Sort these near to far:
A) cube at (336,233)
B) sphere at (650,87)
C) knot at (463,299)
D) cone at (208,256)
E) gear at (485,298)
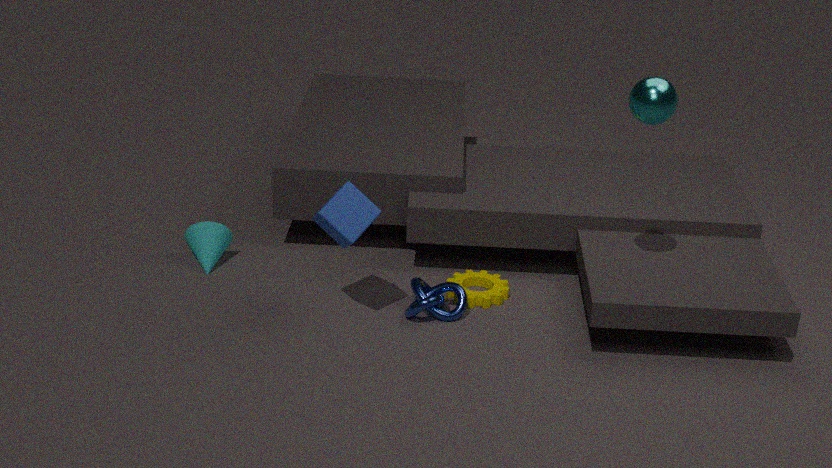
B. sphere at (650,87) < A. cube at (336,233) < C. knot at (463,299) < E. gear at (485,298) < D. cone at (208,256)
